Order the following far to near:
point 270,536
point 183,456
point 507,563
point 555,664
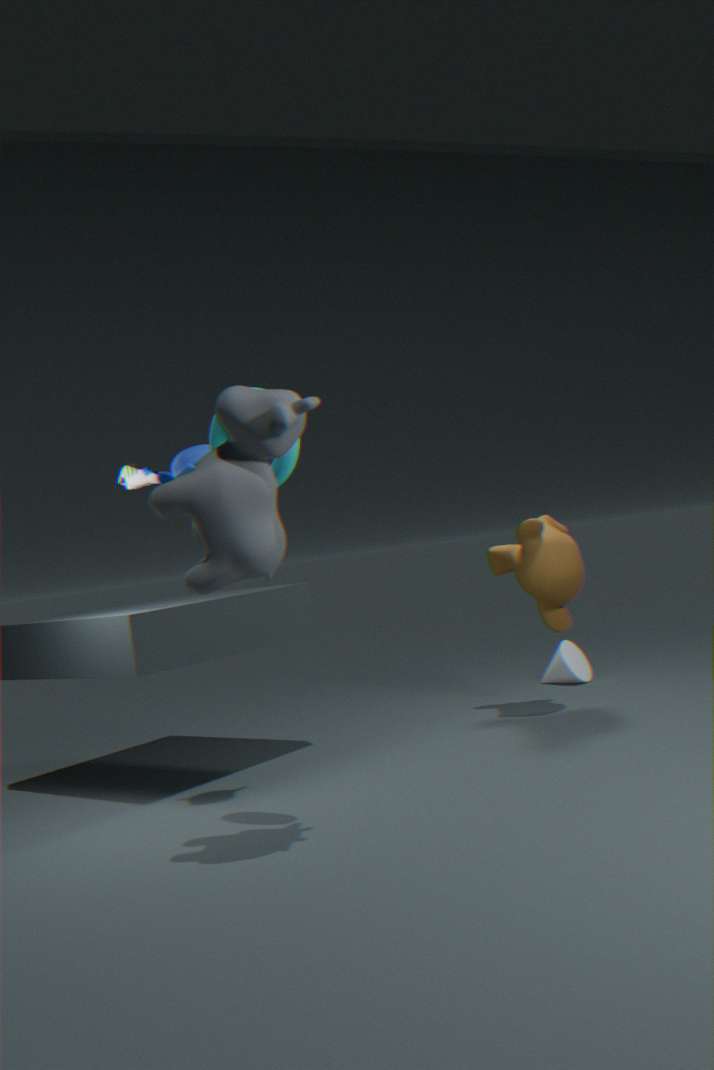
point 555,664 → point 507,563 → point 183,456 → point 270,536
